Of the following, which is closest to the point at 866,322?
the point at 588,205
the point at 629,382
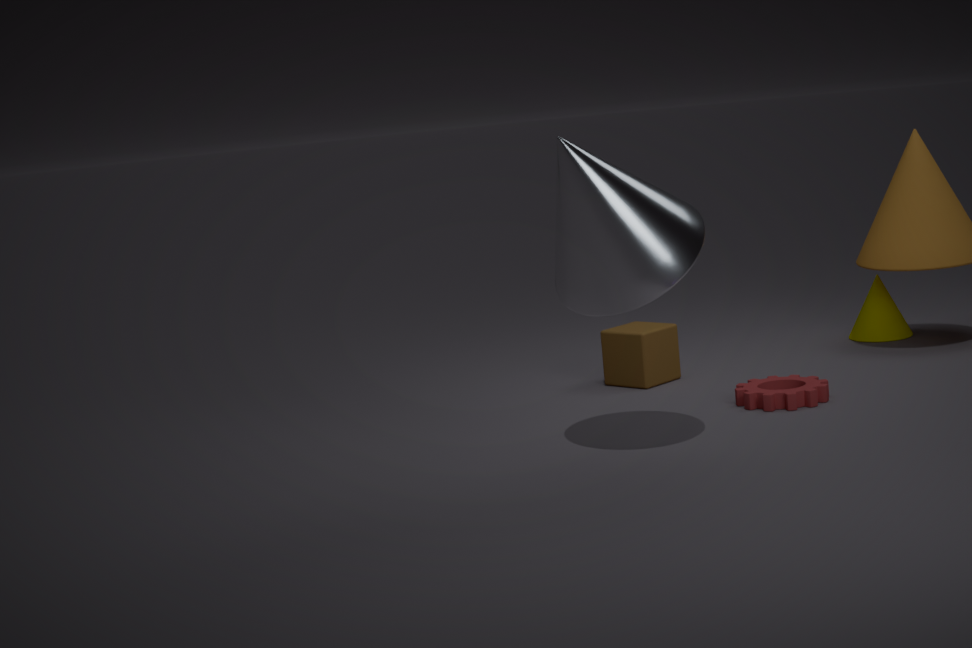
the point at 629,382
